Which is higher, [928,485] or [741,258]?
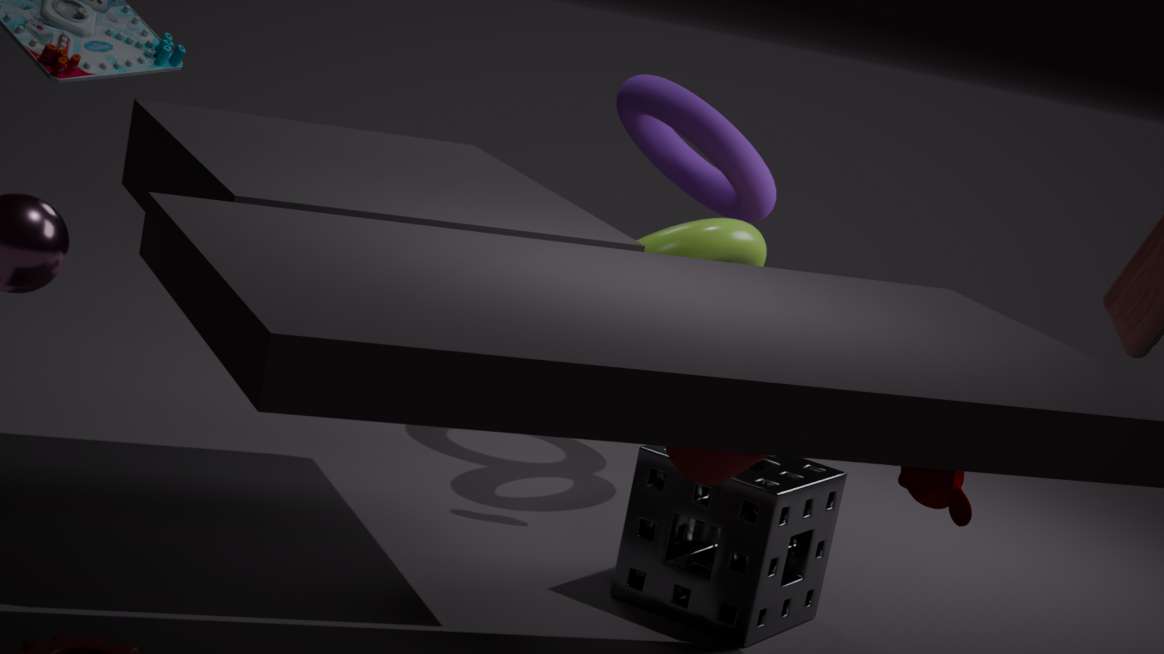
[741,258]
